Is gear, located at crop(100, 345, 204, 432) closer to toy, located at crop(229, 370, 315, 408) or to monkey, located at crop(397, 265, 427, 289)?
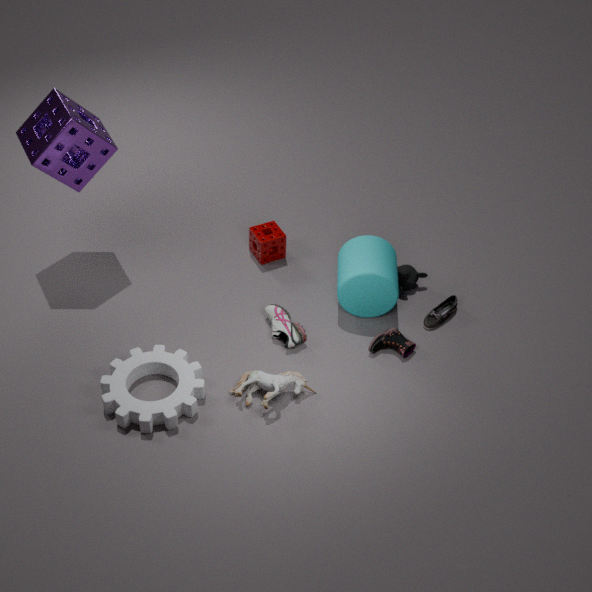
toy, located at crop(229, 370, 315, 408)
